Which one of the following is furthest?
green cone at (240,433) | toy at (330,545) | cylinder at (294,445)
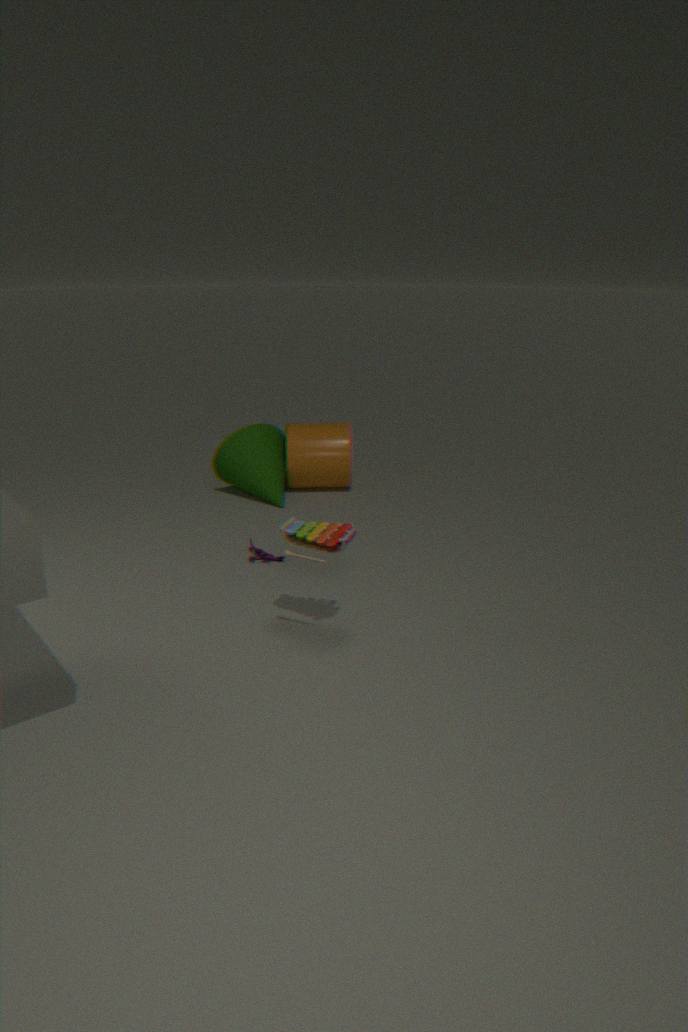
cylinder at (294,445)
